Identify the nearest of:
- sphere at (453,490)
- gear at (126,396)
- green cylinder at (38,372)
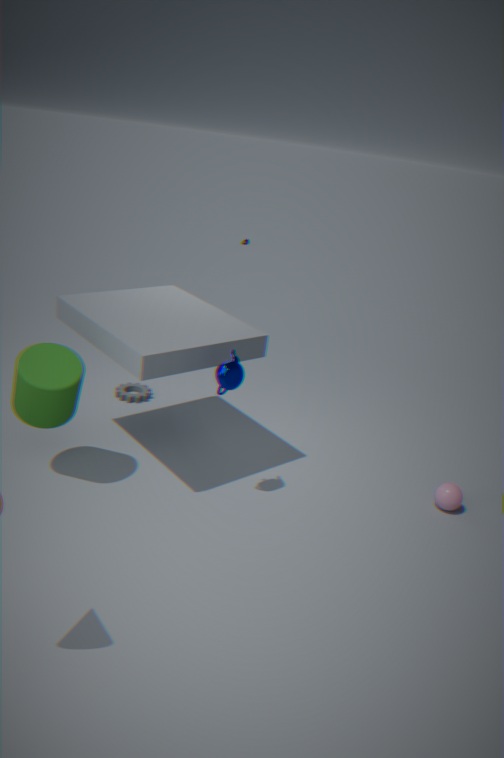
green cylinder at (38,372)
